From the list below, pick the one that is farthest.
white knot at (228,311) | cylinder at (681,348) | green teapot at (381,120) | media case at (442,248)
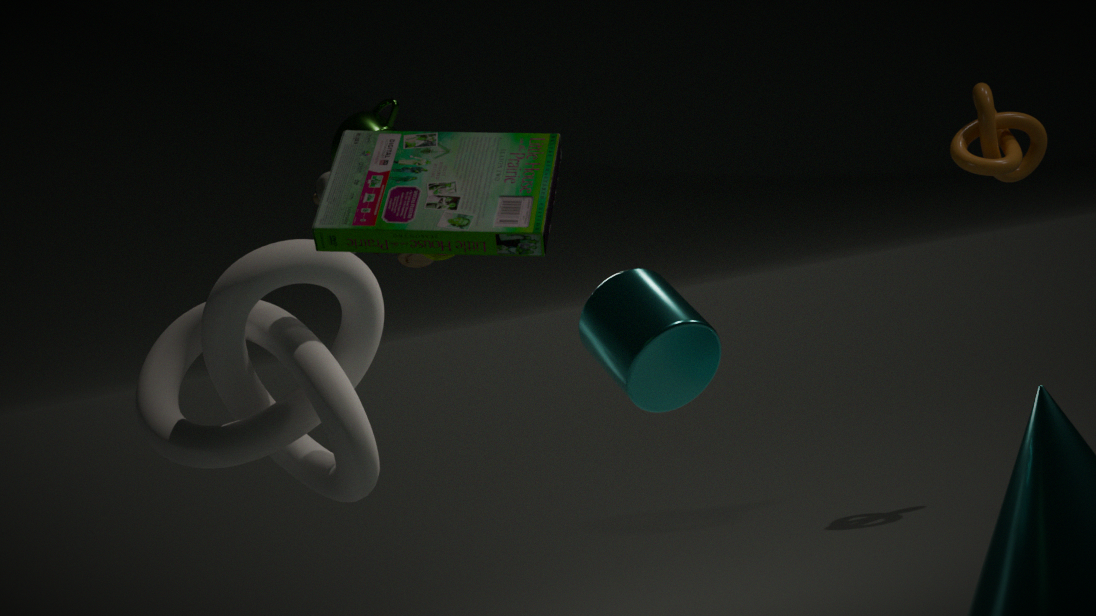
green teapot at (381,120)
